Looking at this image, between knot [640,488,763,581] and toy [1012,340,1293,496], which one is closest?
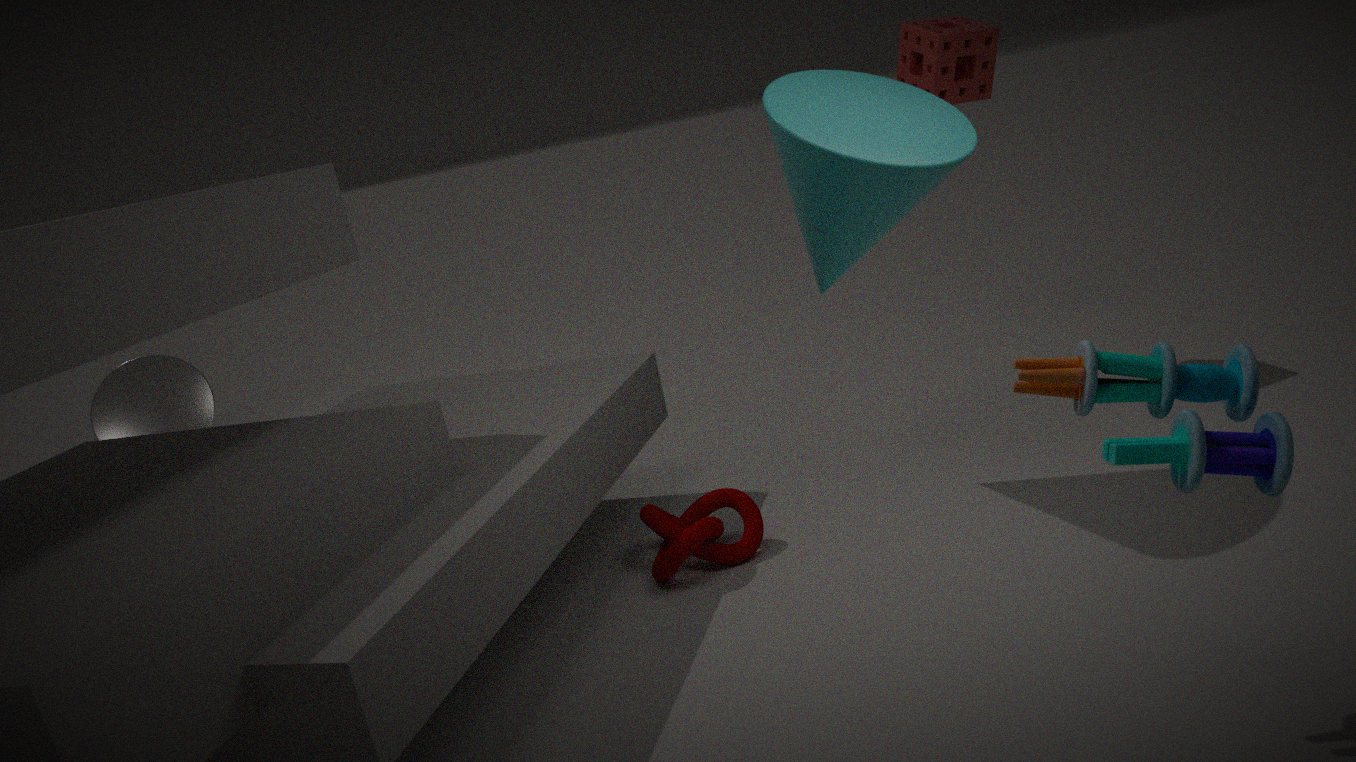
toy [1012,340,1293,496]
